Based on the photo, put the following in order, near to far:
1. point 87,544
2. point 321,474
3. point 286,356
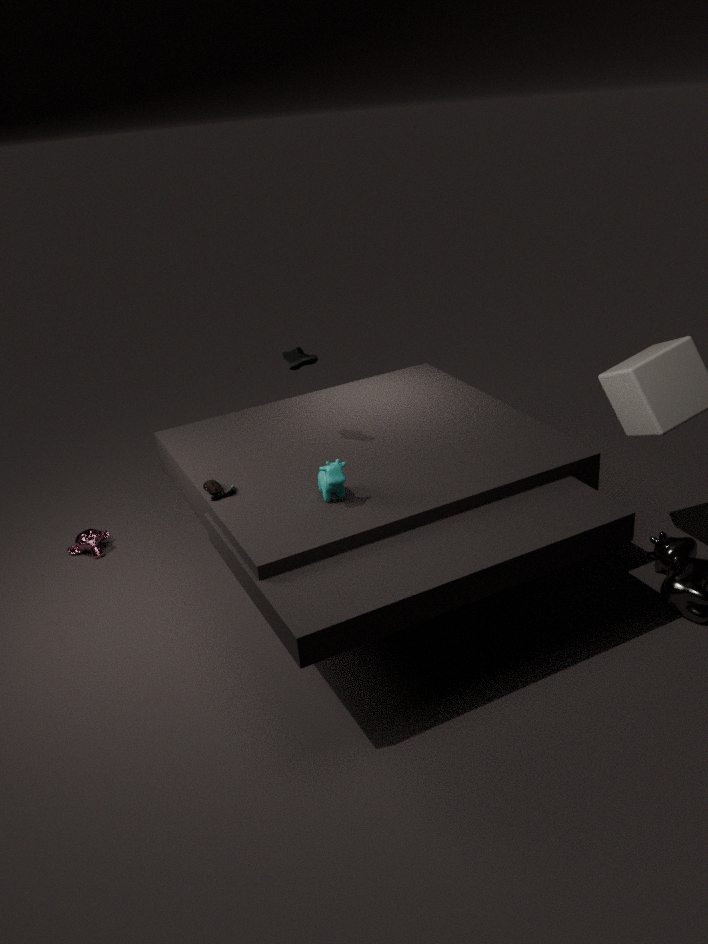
point 321,474 → point 286,356 → point 87,544
